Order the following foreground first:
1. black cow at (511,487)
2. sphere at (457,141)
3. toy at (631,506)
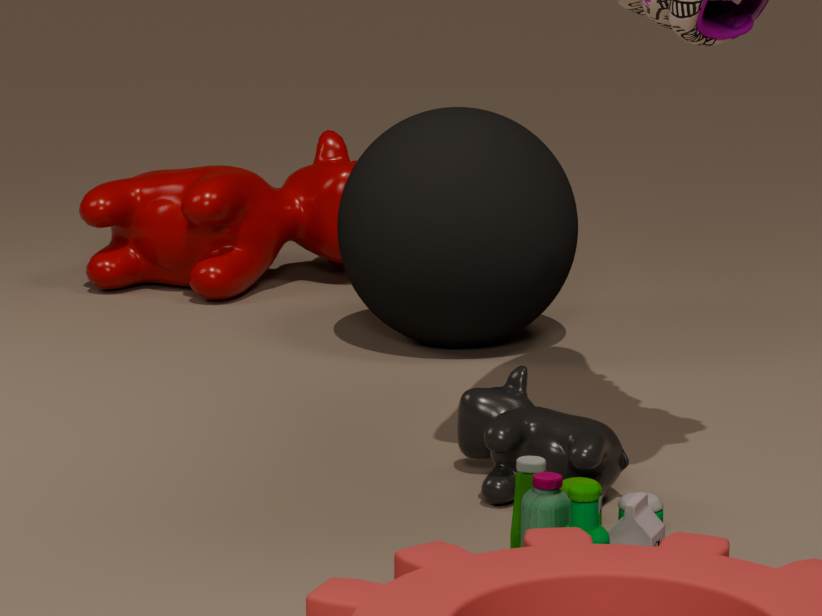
1. toy at (631,506)
2. black cow at (511,487)
3. sphere at (457,141)
